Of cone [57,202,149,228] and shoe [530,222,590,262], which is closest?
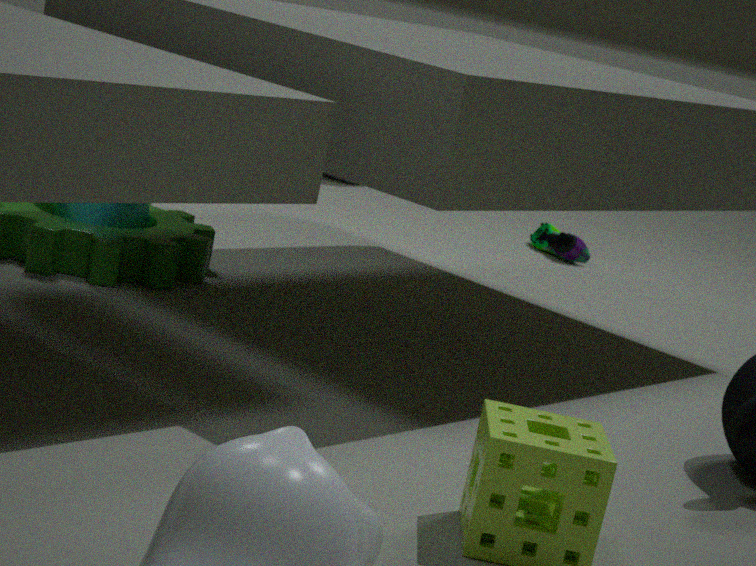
cone [57,202,149,228]
